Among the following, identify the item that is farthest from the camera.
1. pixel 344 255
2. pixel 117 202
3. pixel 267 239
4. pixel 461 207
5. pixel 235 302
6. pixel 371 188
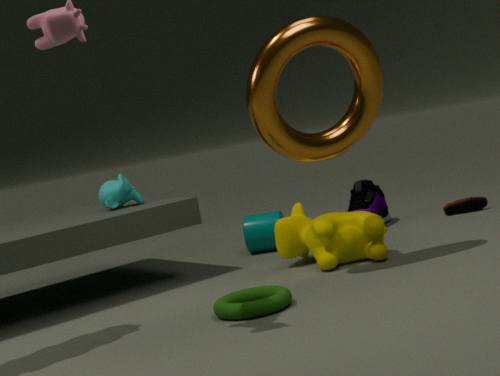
pixel 371 188
